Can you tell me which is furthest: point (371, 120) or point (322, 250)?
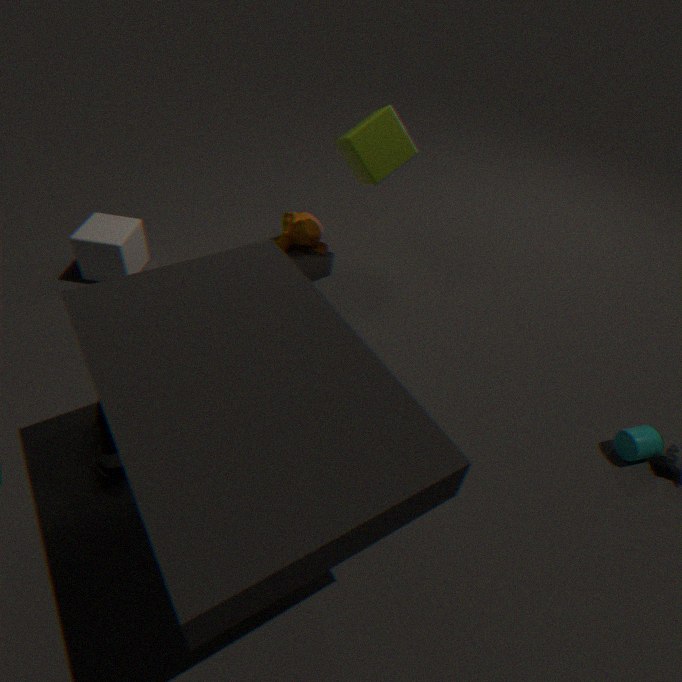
point (322, 250)
